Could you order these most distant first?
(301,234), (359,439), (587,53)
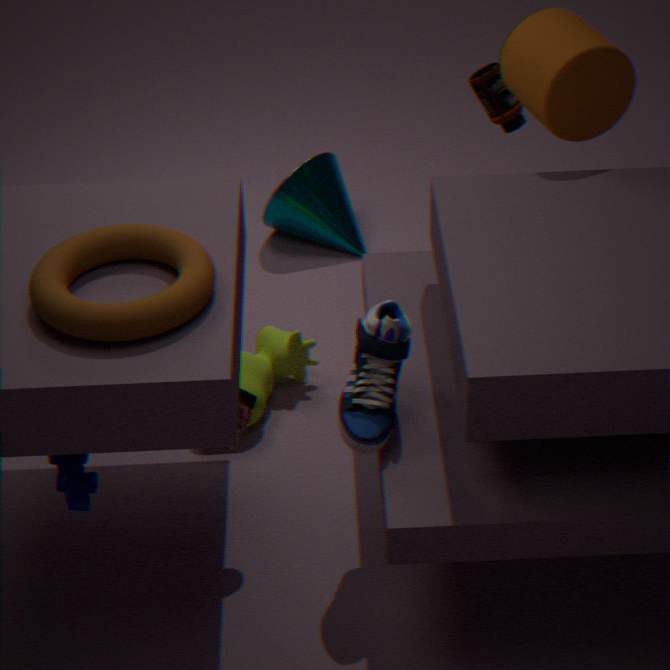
(301,234), (587,53), (359,439)
